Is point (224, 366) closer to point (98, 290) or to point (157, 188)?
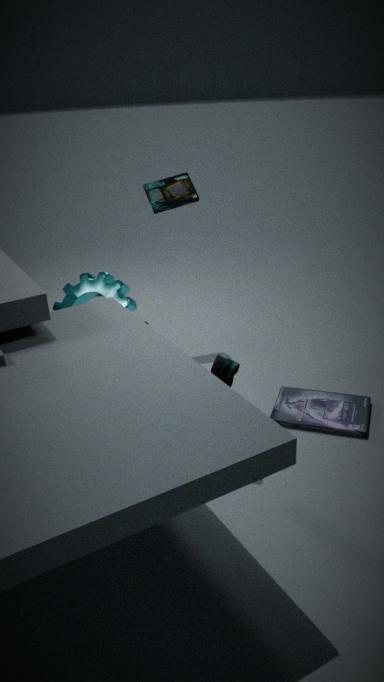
point (98, 290)
